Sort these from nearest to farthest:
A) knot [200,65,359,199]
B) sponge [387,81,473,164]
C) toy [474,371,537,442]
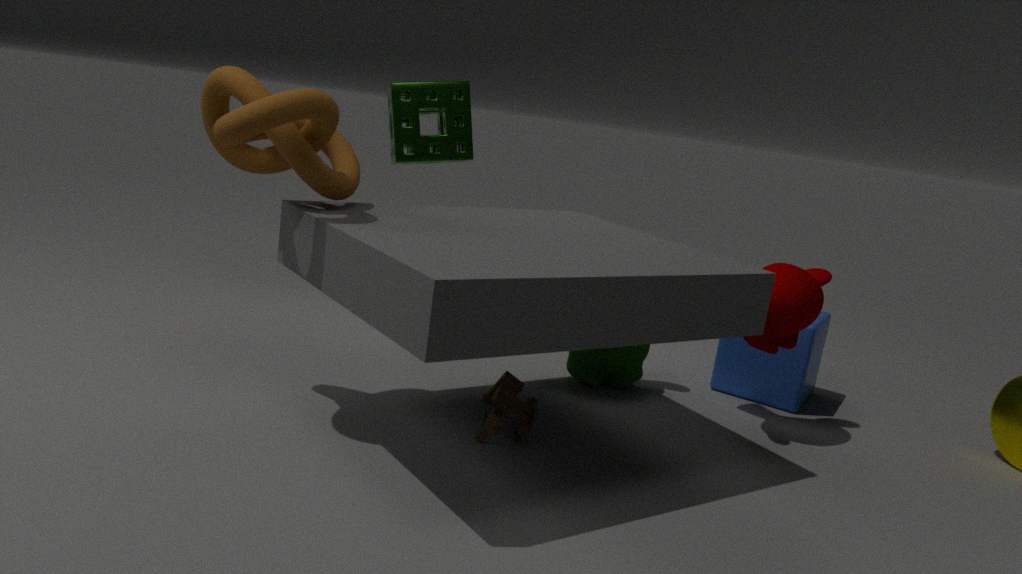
knot [200,65,359,199]
toy [474,371,537,442]
sponge [387,81,473,164]
